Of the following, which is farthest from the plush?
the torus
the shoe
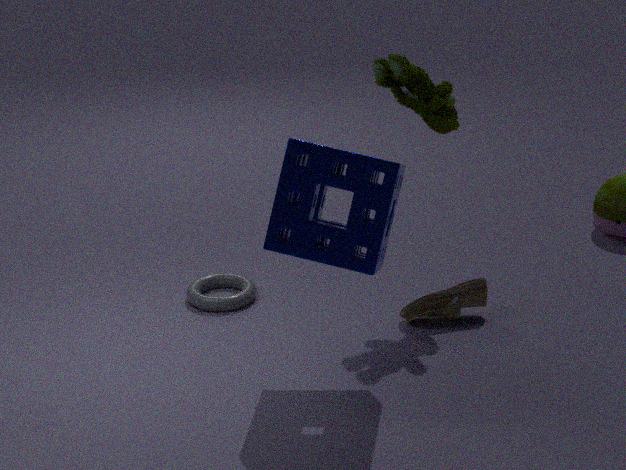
the torus
